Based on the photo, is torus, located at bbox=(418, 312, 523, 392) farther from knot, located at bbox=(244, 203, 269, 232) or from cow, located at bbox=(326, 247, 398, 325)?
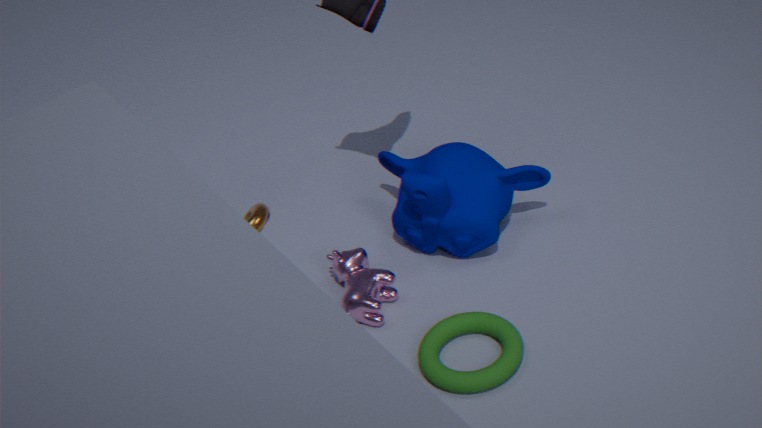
knot, located at bbox=(244, 203, 269, 232)
